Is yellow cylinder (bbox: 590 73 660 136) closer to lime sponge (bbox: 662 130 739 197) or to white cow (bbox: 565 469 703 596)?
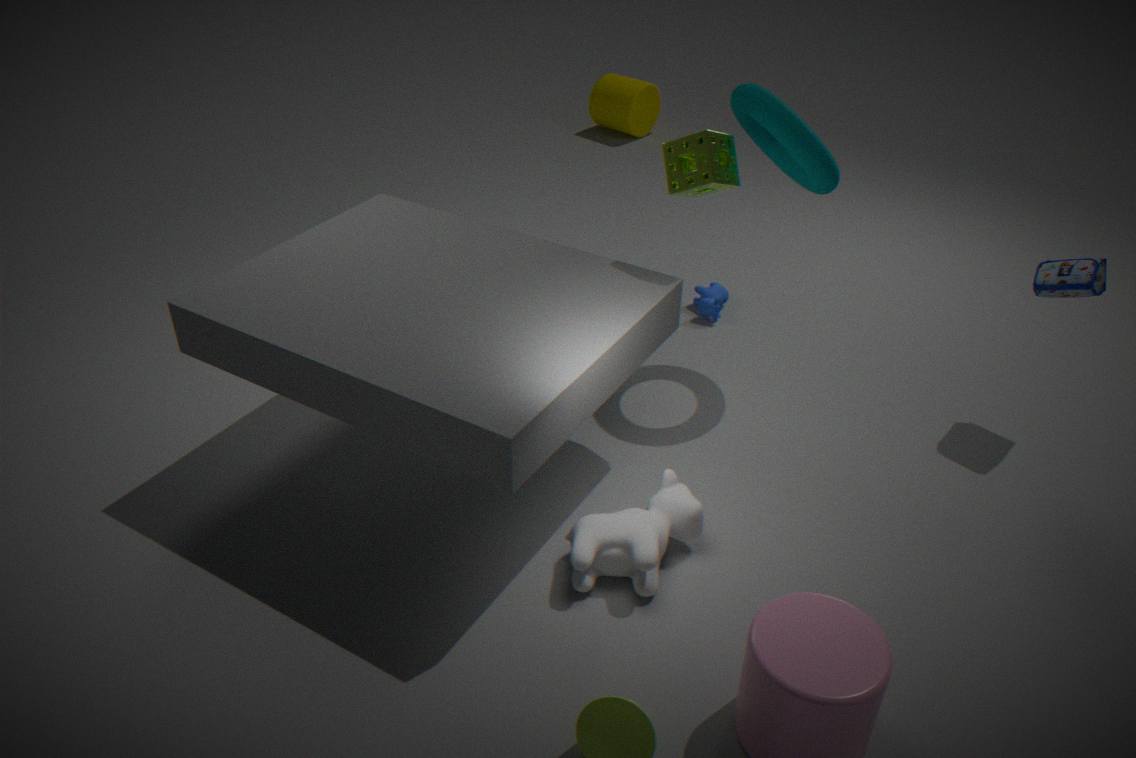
lime sponge (bbox: 662 130 739 197)
